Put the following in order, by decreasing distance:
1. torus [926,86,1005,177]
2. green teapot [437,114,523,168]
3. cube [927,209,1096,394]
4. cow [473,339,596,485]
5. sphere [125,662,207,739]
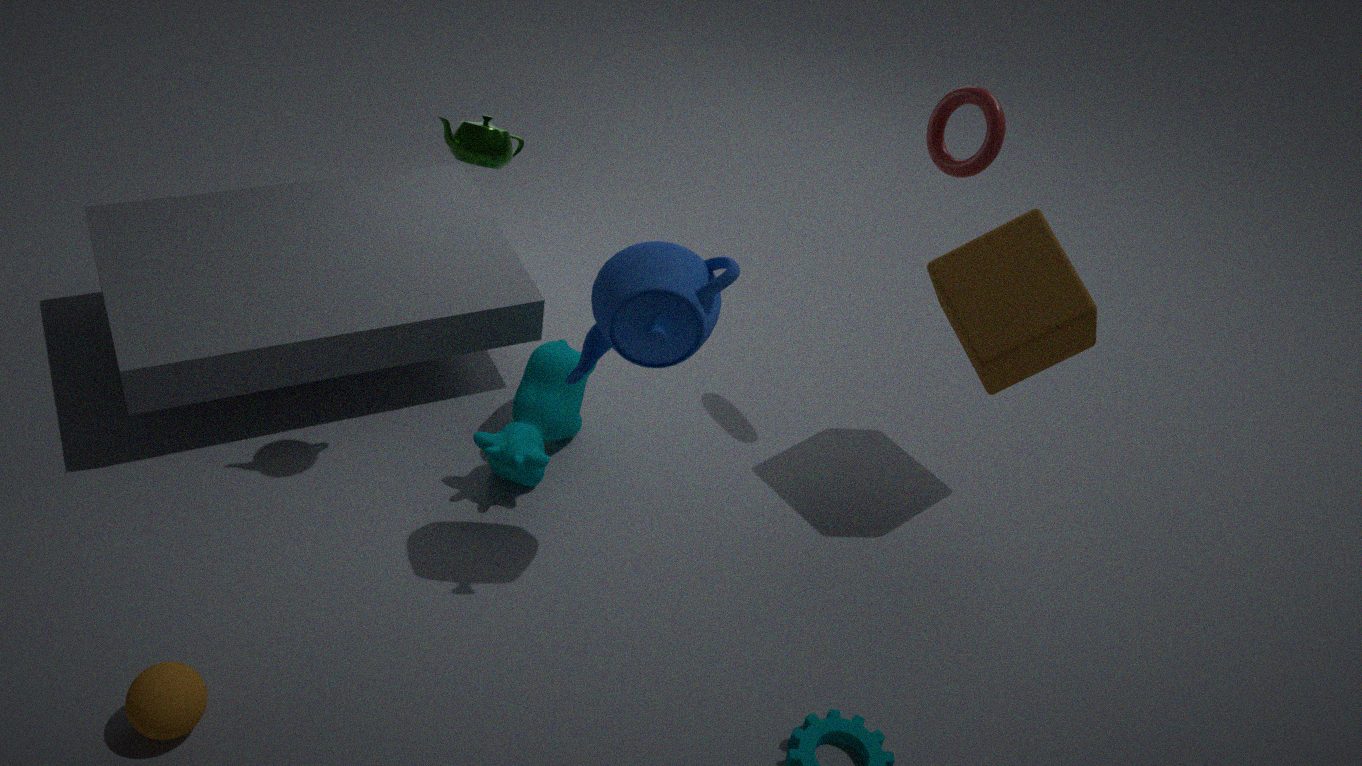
cow [473,339,596,485] < torus [926,86,1005,177] < cube [927,209,1096,394] < green teapot [437,114,523,168] < sphere [125,662,207,739]
